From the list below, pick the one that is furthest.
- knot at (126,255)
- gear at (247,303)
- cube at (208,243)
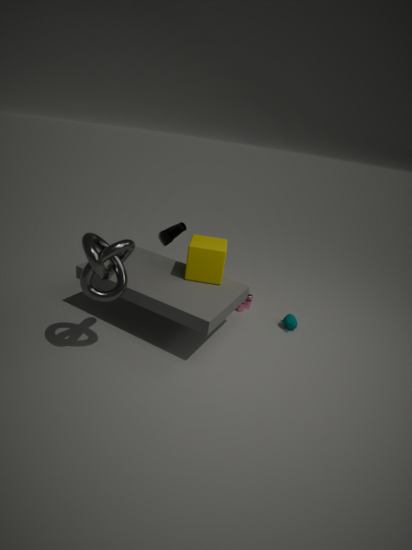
gear at (247,303)
